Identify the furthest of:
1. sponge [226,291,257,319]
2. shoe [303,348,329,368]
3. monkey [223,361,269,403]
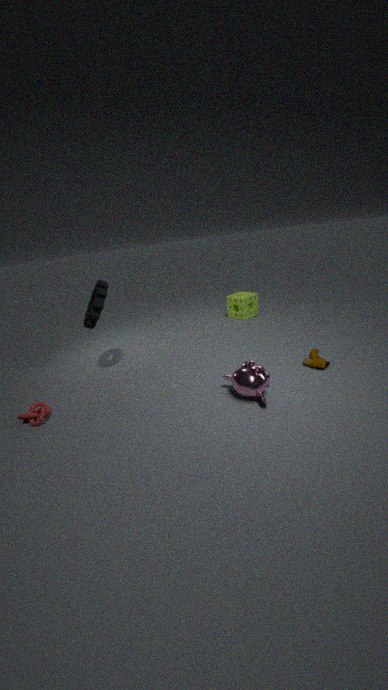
sponge [226,291,257,319]
